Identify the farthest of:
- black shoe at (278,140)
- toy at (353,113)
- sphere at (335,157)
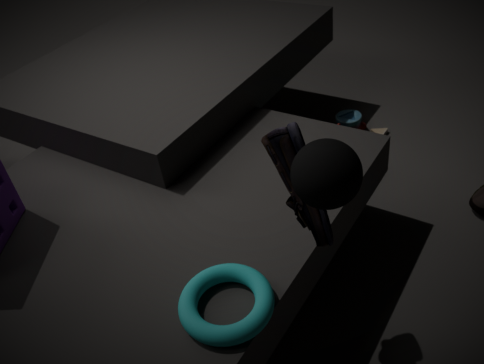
toy at (353,113)
